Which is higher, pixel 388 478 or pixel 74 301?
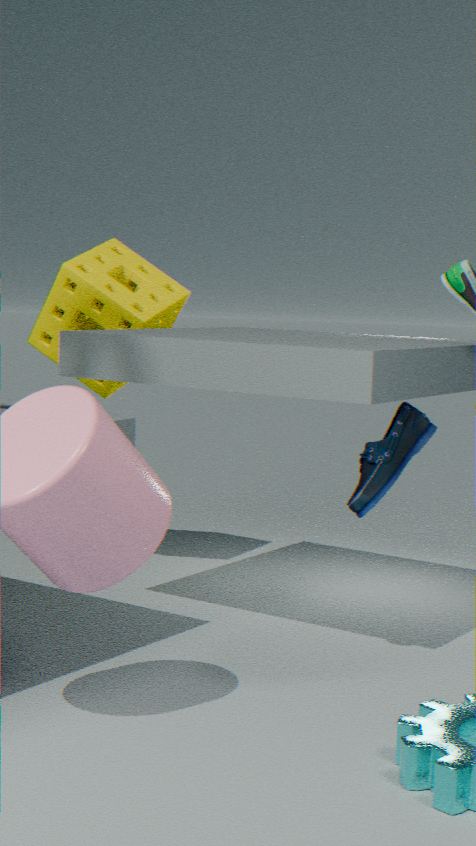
pixel 74 301
